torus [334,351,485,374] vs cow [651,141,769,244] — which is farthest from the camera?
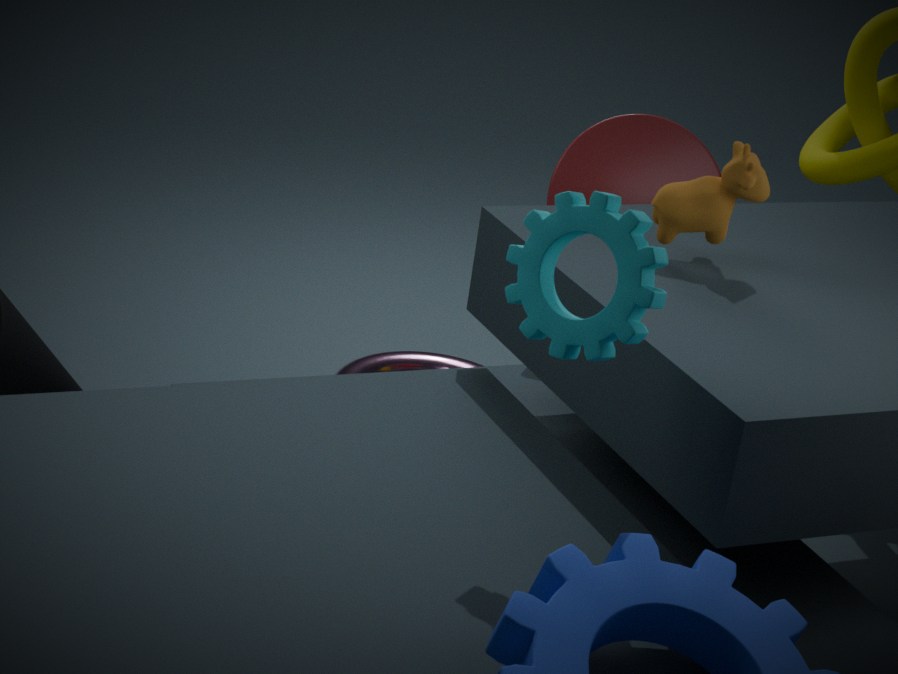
torus [334,351,485,374]
